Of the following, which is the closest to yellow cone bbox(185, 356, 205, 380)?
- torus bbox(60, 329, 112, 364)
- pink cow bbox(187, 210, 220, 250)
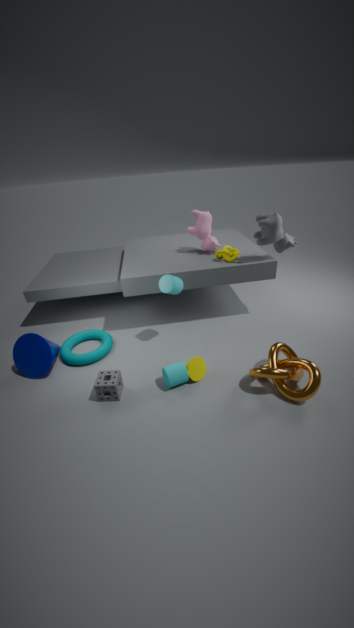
torus bbox(60, 329, 112, 364)
